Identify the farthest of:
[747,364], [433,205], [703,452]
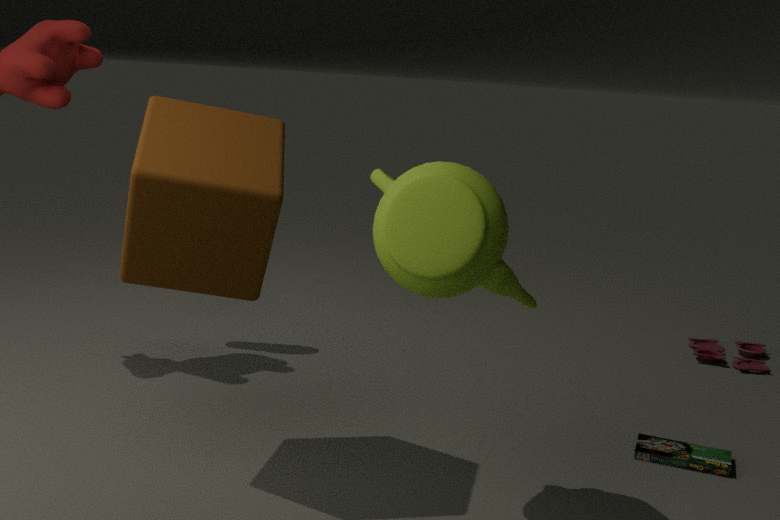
[747,364]
